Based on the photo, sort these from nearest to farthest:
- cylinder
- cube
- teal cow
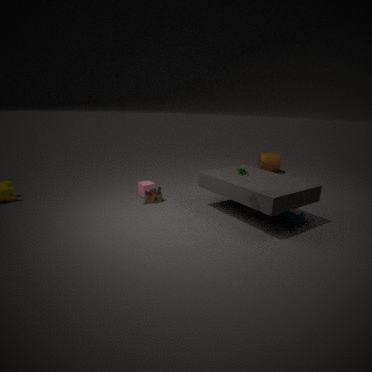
1. teal cow
2. cube
3. cylinder
